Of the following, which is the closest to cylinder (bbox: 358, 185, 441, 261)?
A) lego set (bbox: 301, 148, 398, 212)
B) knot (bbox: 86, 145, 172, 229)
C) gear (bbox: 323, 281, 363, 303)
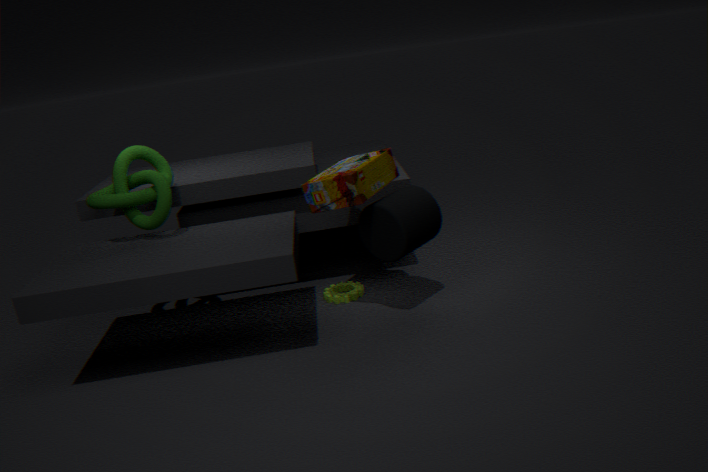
lego set (bbox: 301, 148, 398, 212)
